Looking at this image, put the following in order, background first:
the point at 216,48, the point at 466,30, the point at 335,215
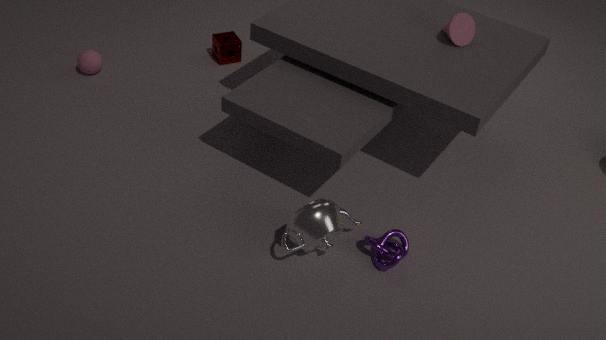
the point at 216,48 → the point at 466,30 → the point at 335,215
